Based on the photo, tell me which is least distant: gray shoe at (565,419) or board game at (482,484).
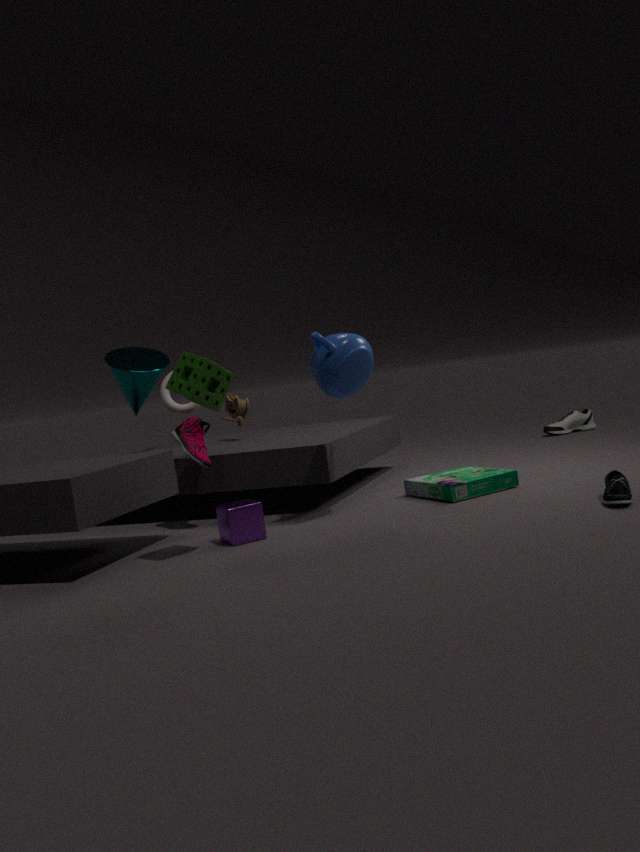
board game at (482,484)
